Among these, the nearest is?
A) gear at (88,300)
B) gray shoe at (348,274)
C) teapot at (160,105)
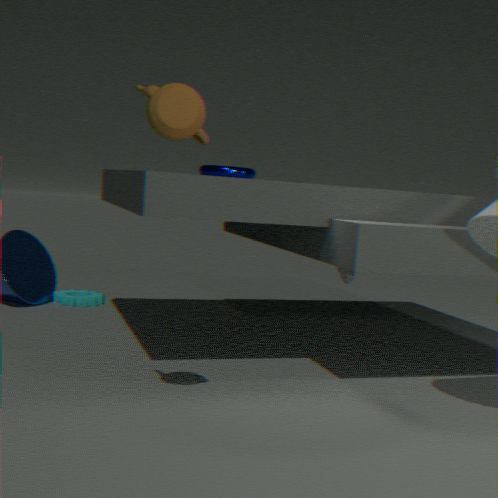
teapot at (160,105)
